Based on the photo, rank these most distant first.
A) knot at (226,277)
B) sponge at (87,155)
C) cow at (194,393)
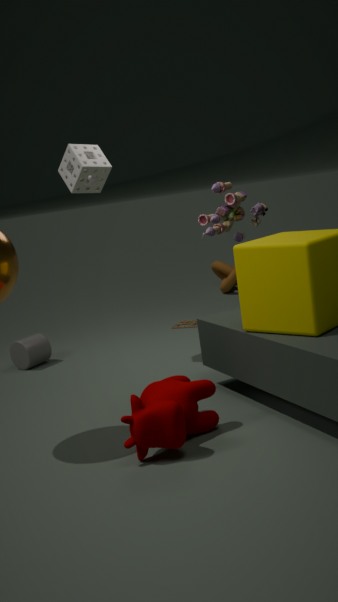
knot at (226,277) < sponge at (87,155) < cow at (194,393)
